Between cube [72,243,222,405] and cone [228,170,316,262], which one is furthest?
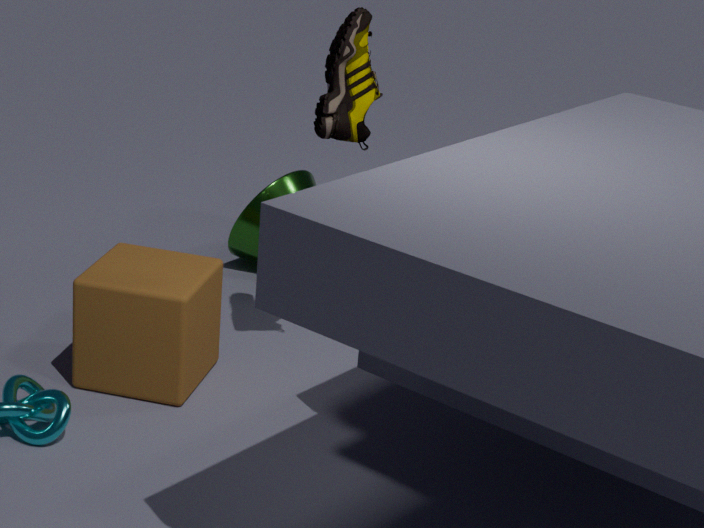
cone [228,170,316,262]
